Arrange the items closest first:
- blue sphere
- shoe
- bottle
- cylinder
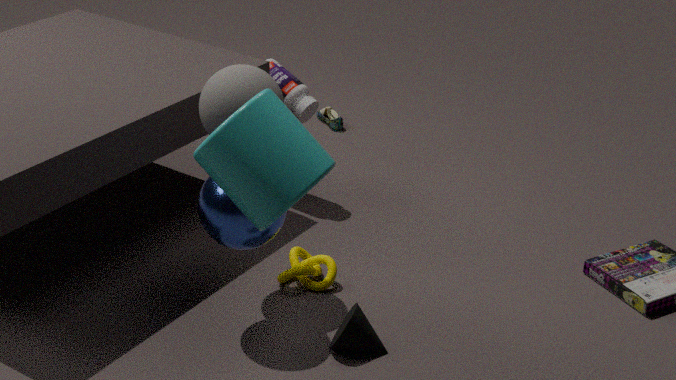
cylinder
blue sphere
bottle
shoe
